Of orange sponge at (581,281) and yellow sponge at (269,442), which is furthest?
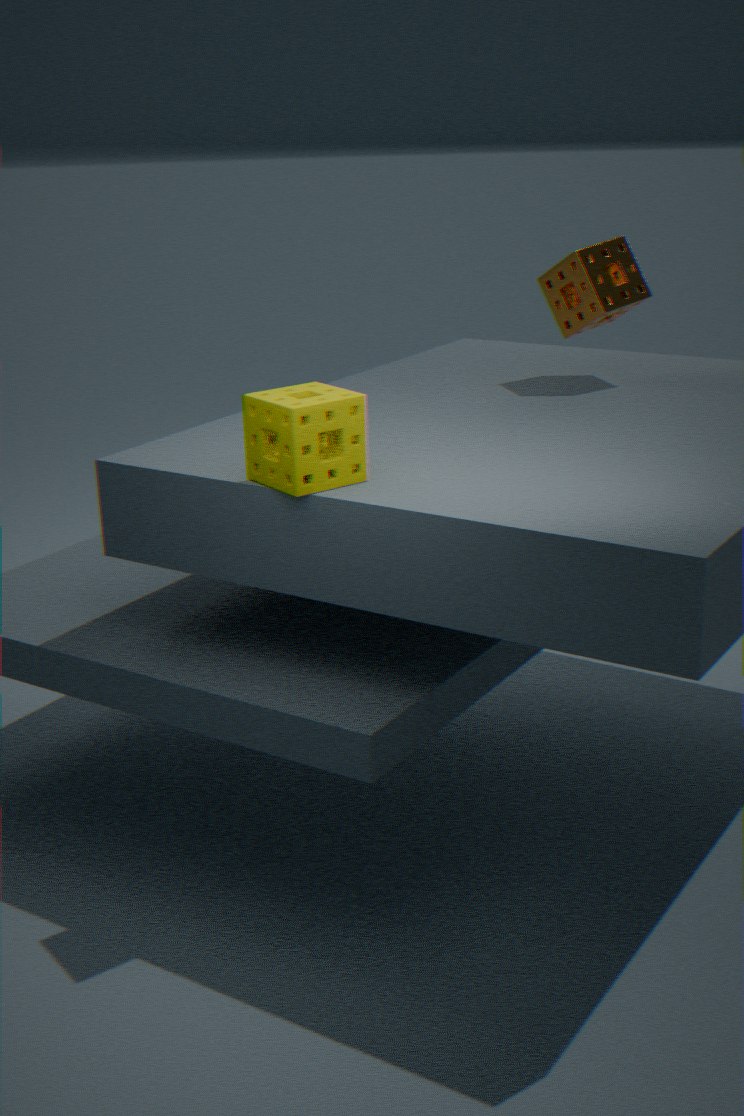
orange sponge at (581,281)
